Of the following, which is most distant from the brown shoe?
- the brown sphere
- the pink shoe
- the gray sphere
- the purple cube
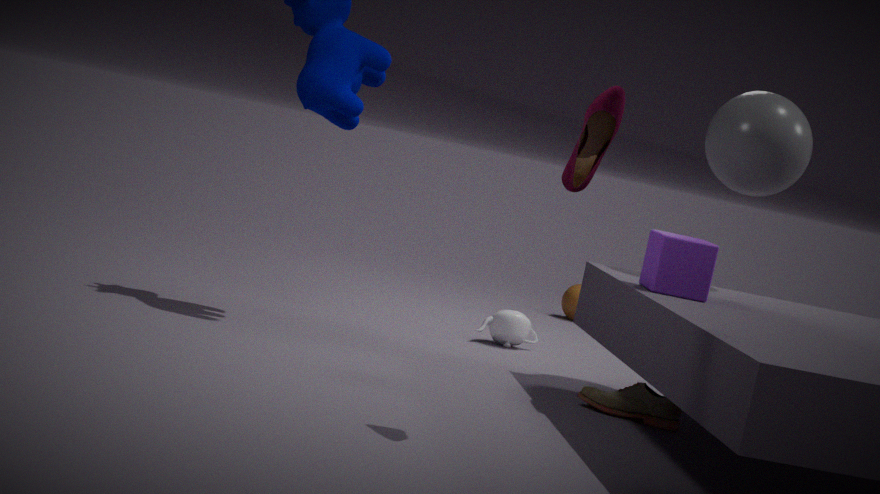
the brown sphere
